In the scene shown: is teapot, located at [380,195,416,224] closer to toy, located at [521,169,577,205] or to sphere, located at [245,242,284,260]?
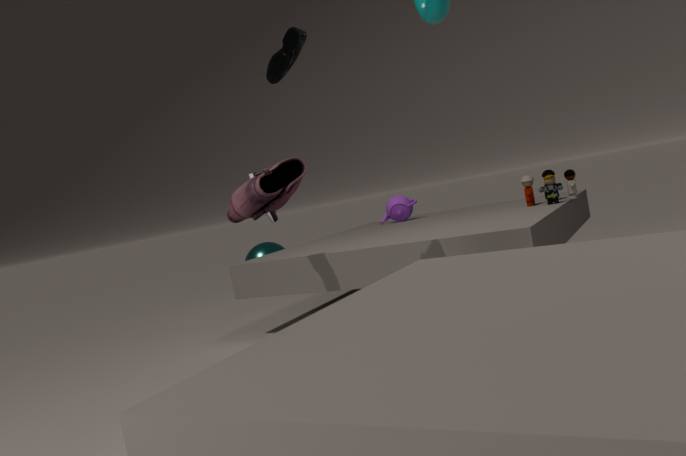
toy, located at [521,169,577,205]
